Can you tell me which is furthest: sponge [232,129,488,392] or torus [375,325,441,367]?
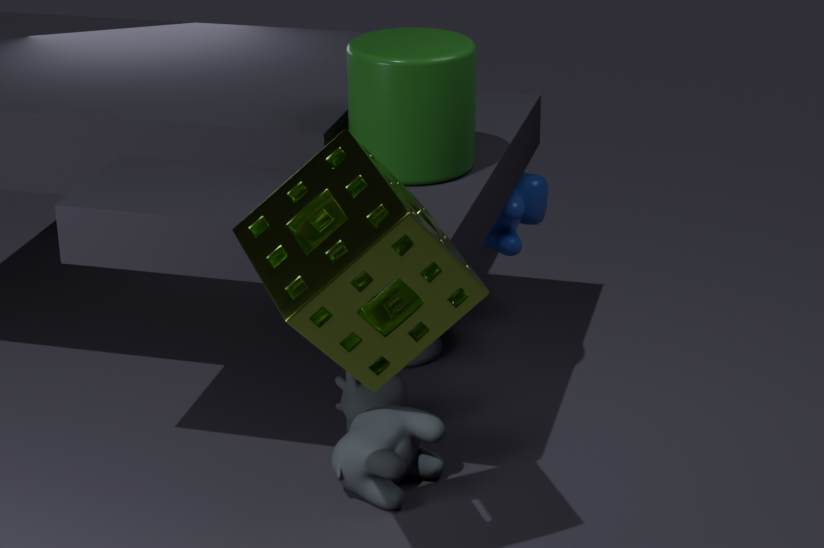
torus [375,325,441,367]
